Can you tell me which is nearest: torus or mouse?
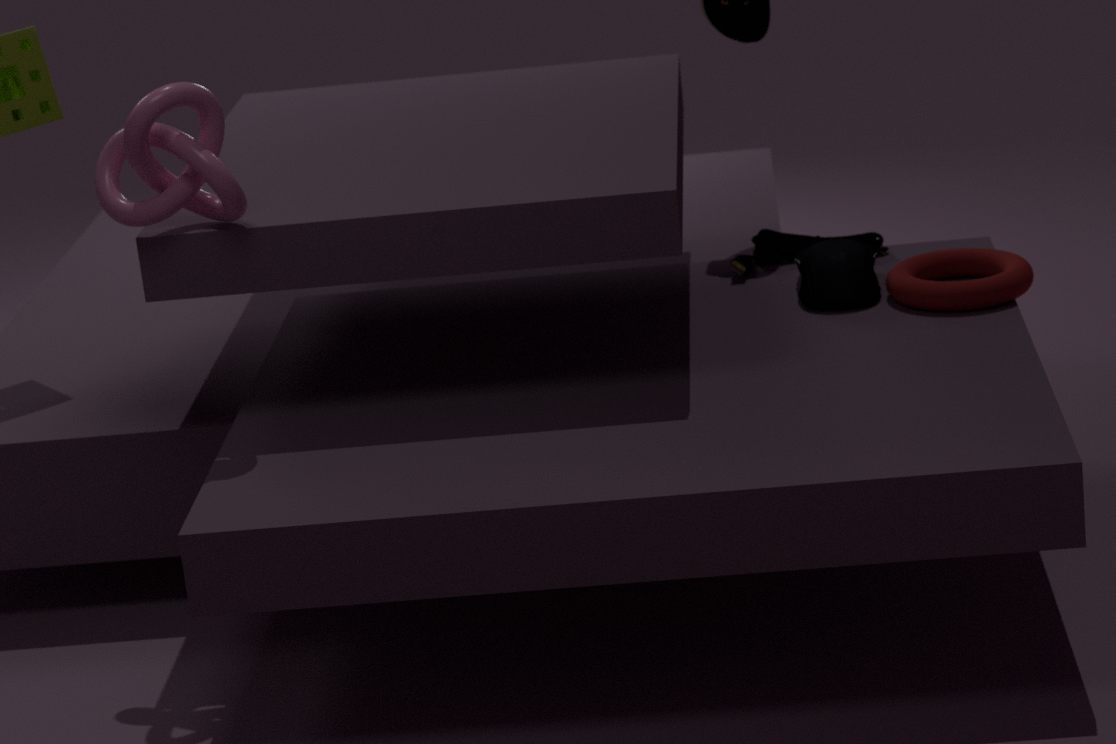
torus
